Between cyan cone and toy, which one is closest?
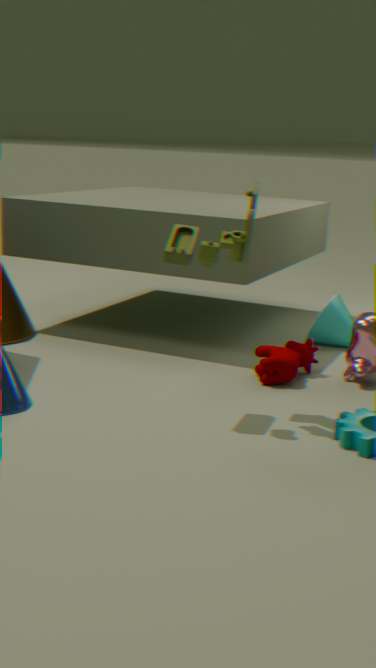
toy
